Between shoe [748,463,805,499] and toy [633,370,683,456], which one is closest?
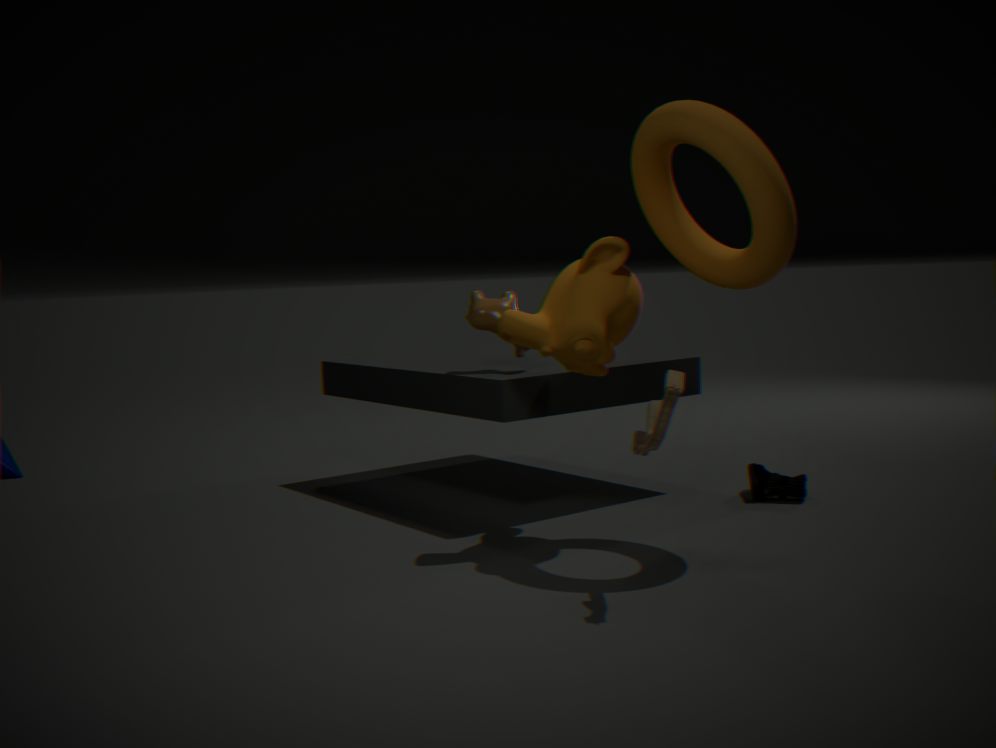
toy [633,370,683,456]
